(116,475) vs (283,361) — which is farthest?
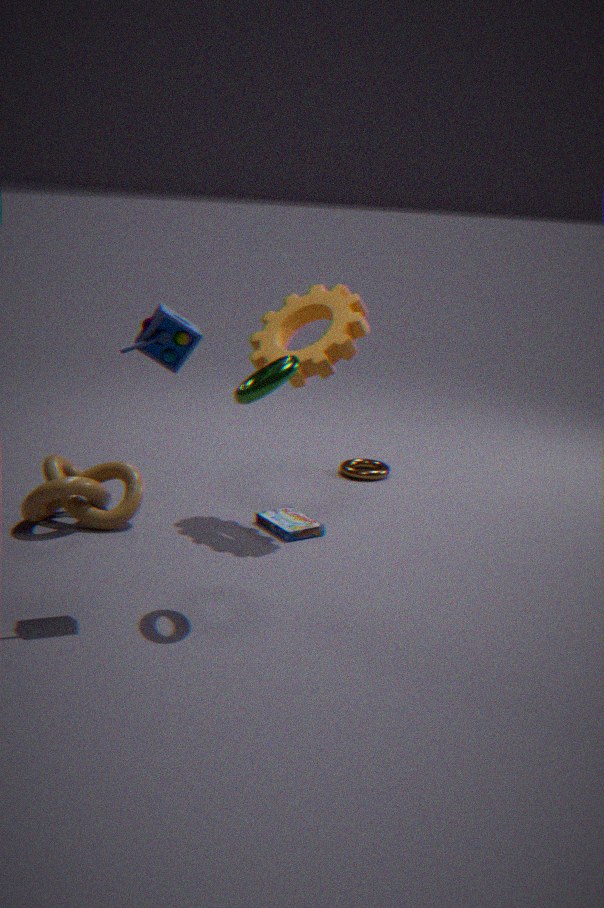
(116,475)
